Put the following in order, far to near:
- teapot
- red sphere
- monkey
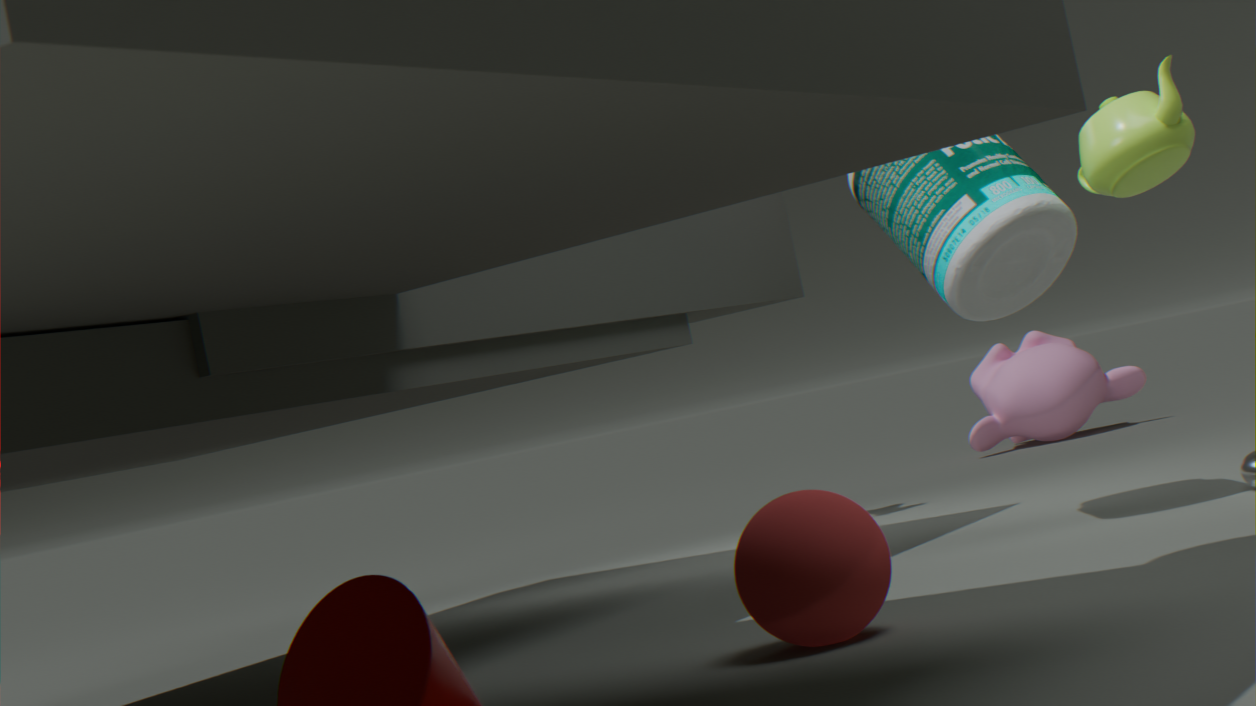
monkey < teapot < red sphere
